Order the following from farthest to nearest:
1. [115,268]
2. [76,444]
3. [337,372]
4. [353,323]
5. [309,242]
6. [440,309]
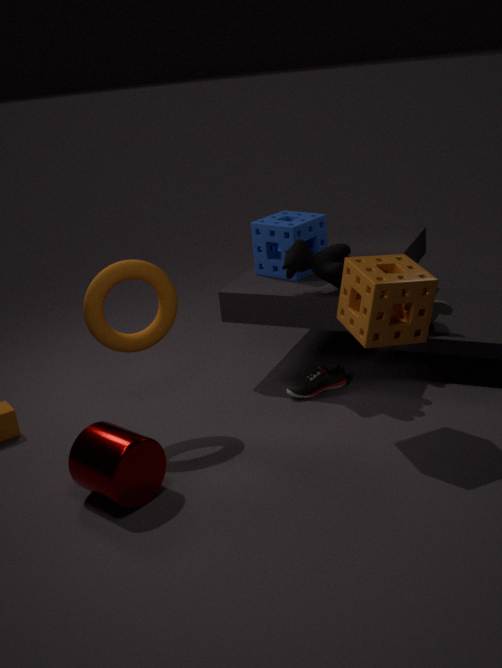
1. [309,242]
2. [337,372]
3. [440,309]
4. [115,268]
5. [353,323]
6. [76,444]
